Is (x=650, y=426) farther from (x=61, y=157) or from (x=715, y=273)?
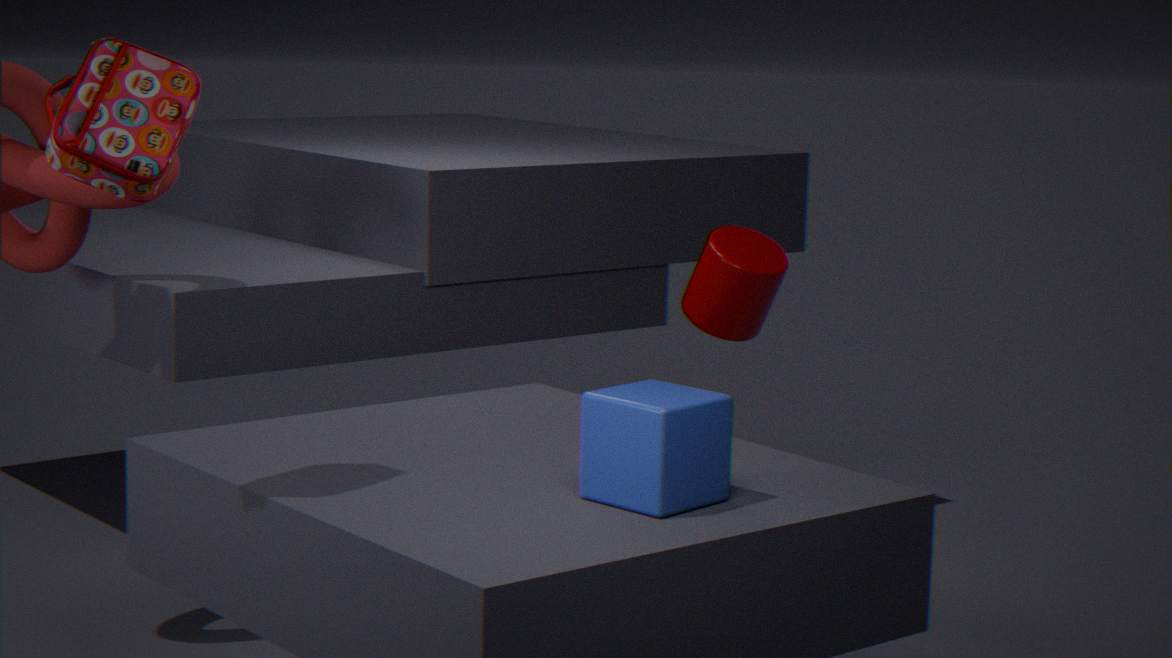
(x=61, y=157)
